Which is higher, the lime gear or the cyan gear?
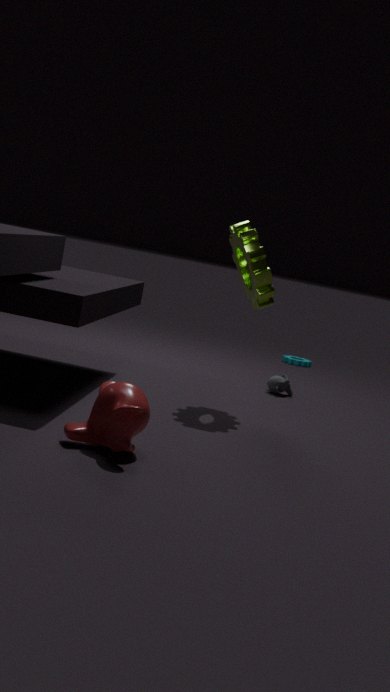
the lime gear
